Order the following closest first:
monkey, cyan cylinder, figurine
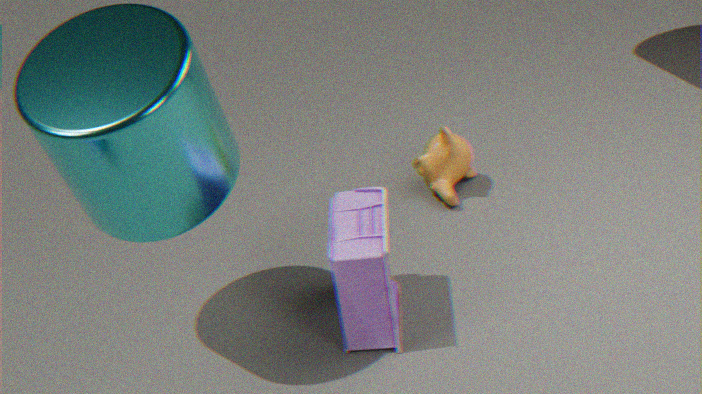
cyan cylinder → figurine → monkey
